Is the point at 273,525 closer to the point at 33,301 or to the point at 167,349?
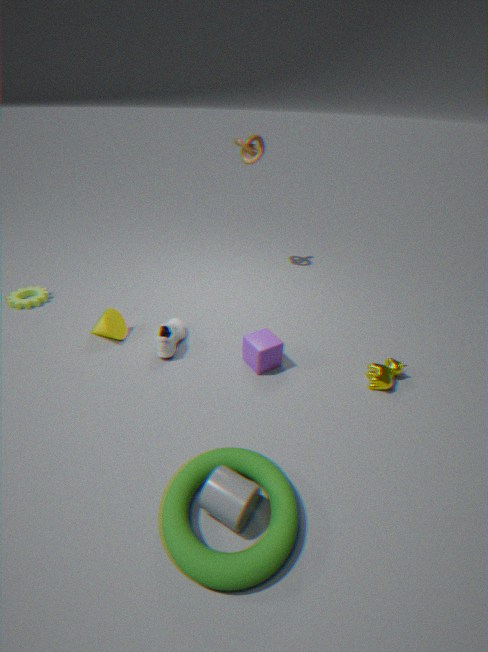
the point at 167,349
